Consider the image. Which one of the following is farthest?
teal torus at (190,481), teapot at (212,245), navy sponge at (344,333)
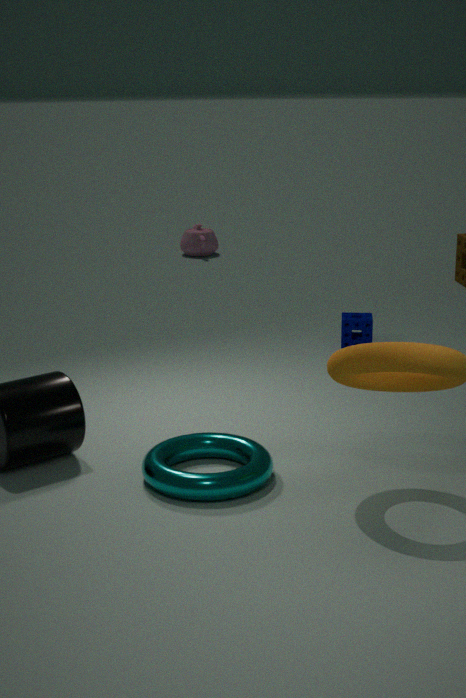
teapot at (212,245)
